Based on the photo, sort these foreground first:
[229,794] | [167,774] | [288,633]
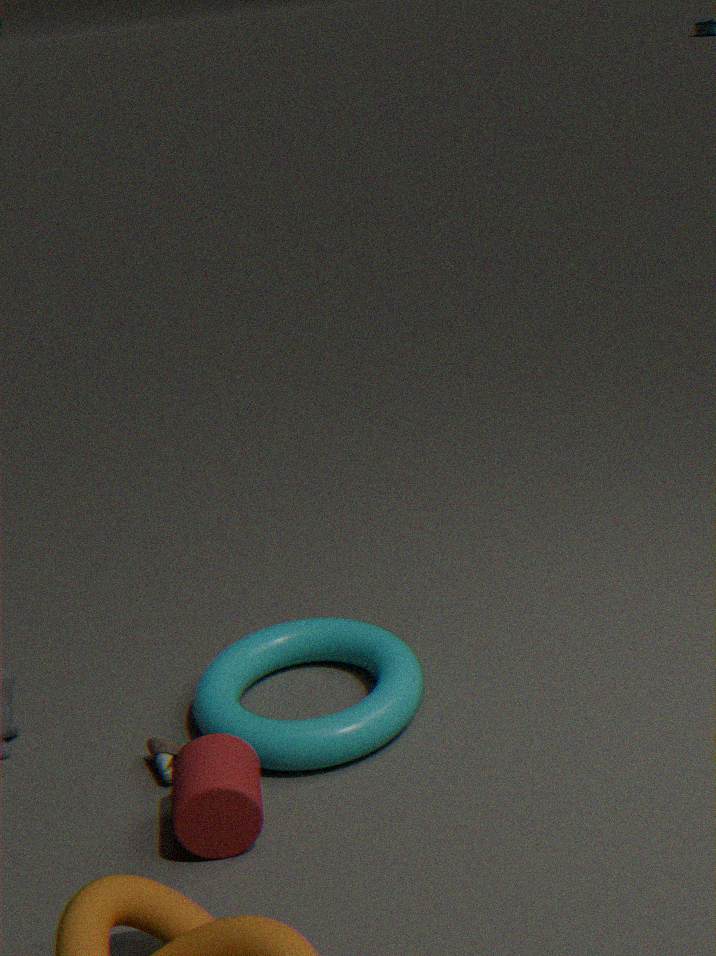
1. [229,794]
2. [167,774]
3. [288,633]
